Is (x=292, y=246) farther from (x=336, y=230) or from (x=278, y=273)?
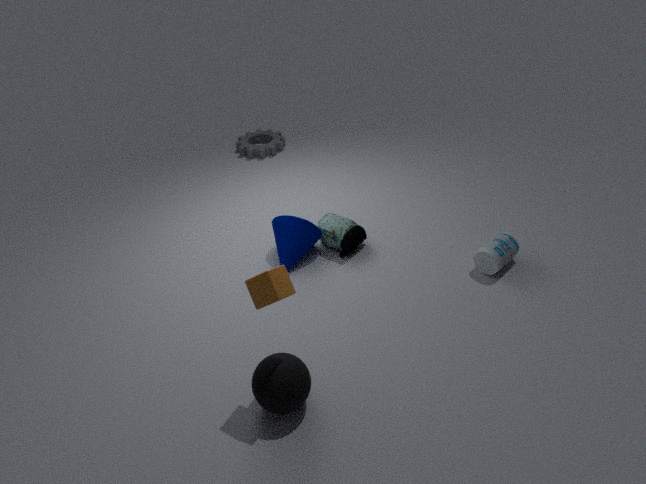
(x=278, y=273)
